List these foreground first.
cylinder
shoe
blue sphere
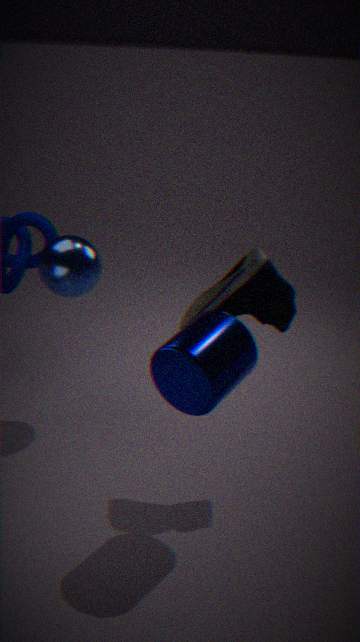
cylinder, shoe, blue sphere
